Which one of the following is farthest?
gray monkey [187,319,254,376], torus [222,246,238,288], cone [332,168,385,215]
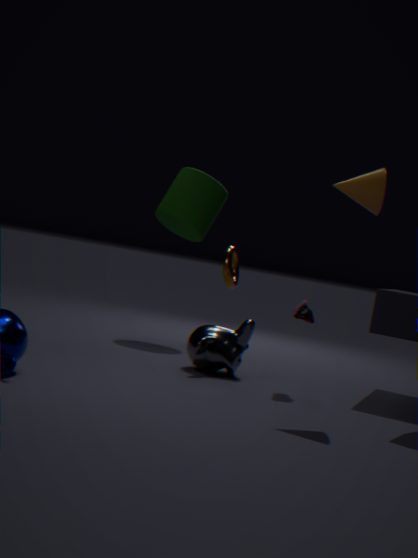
torus [222,246,238,288]
